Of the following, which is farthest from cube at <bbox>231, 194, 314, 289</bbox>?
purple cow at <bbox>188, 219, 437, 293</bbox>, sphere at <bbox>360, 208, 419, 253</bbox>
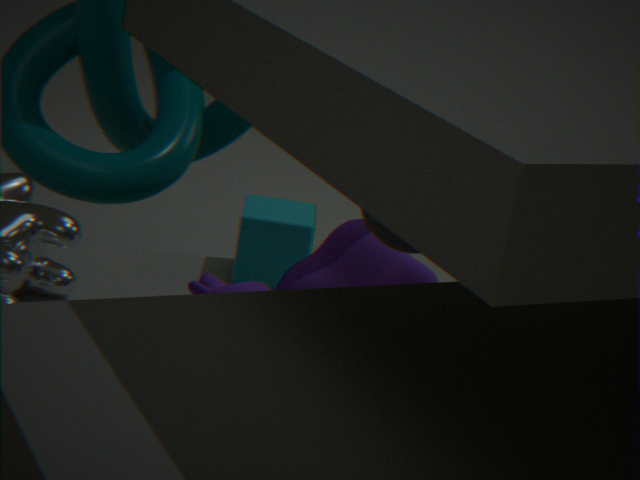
sphere at <bbox>360, 208, 419, 253</bbox>
